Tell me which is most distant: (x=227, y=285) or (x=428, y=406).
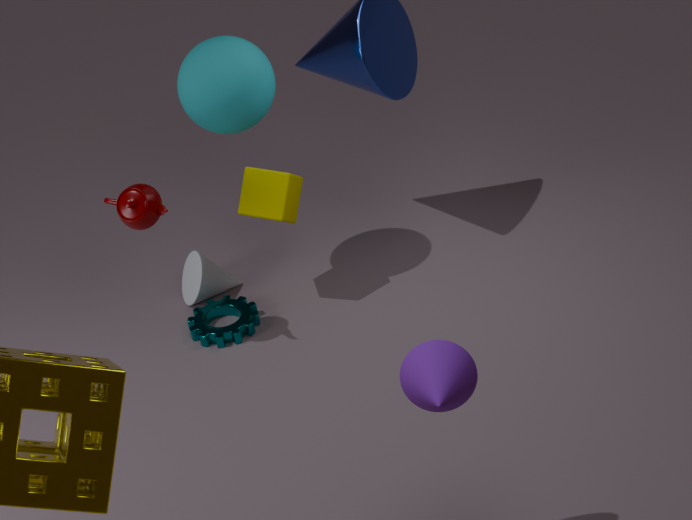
(x=227, y=285)
